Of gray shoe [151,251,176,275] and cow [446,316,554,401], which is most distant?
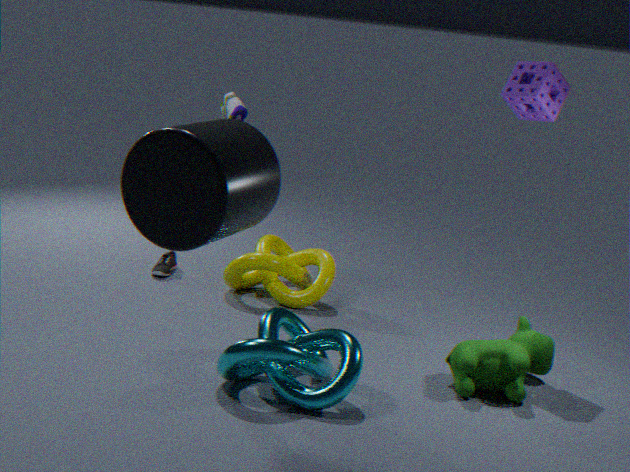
gray shoe [151,251,176,275]
